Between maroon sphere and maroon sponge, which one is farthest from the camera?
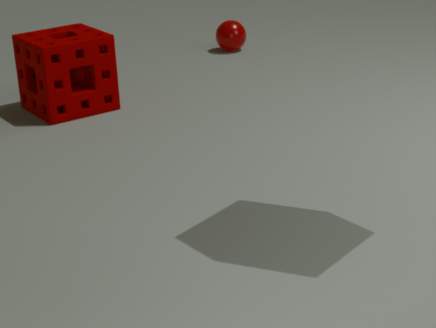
maroon sphere
